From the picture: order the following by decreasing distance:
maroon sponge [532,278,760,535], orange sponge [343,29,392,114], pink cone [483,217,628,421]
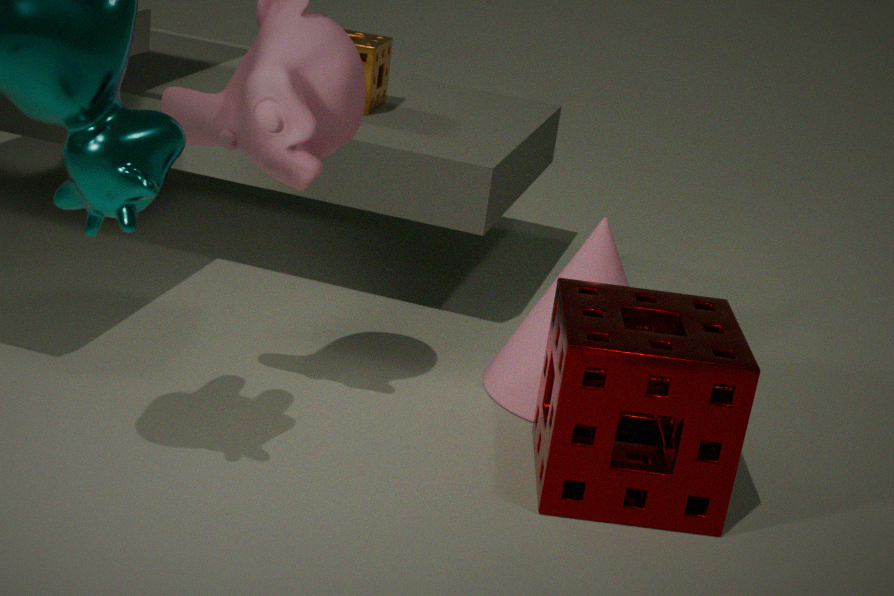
orange sponge [343,29,392,114], pink cone [483,217,628,421], maroon sponge [532,278,760,535]
